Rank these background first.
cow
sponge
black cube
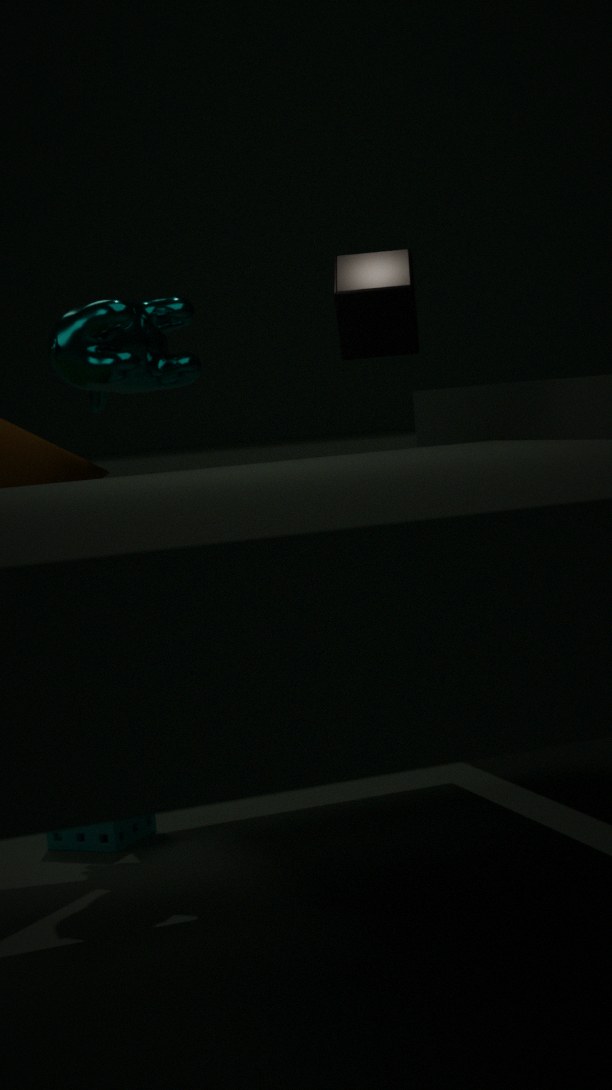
1. black cube
2. sponge
3. cow
